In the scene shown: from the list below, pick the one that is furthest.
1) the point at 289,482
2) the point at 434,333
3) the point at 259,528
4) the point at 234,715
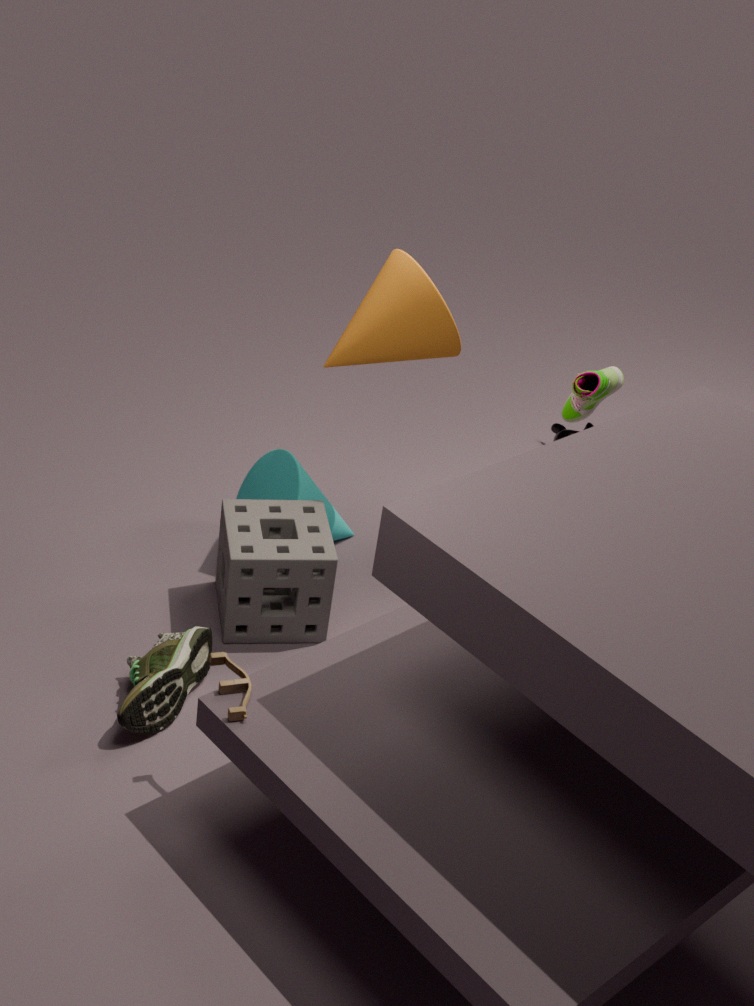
1. the point at 289,482
